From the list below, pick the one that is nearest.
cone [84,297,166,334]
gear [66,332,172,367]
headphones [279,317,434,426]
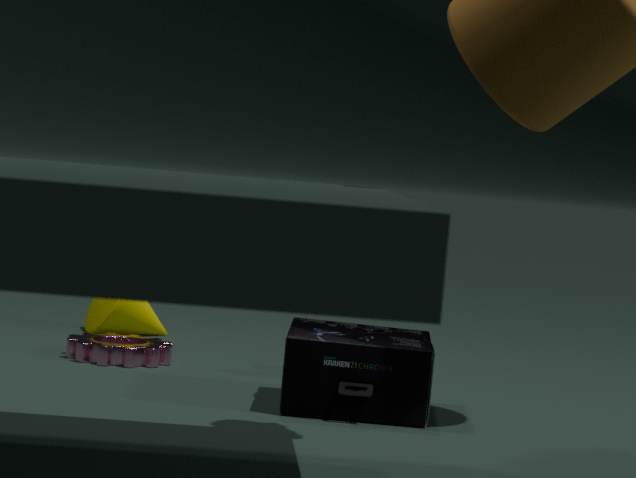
headphones [279,317,434,426]
